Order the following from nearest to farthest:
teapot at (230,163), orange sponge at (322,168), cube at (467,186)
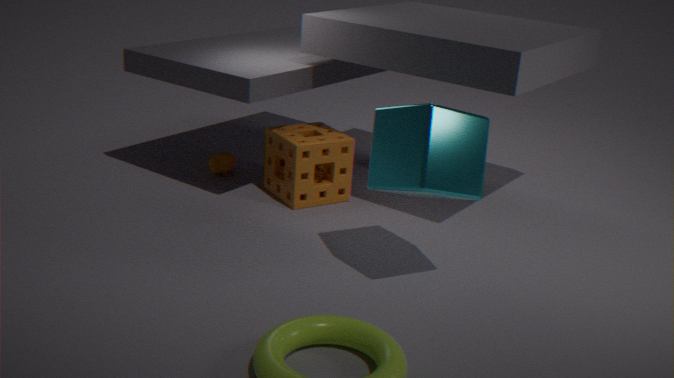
cube at (467,186)
orange sponge at (322,168)
teapot at (230,163)
